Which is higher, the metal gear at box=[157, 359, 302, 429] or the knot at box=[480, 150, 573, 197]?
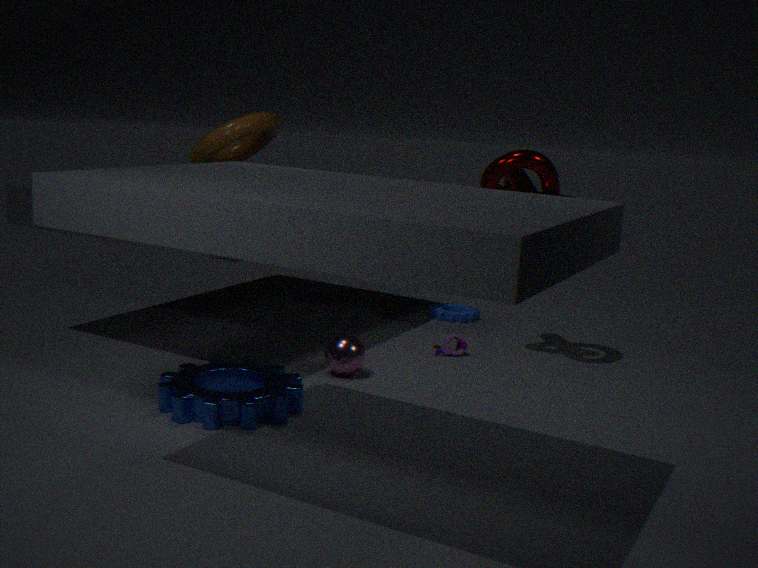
the knot at box=[480, 150, 573, 197]
